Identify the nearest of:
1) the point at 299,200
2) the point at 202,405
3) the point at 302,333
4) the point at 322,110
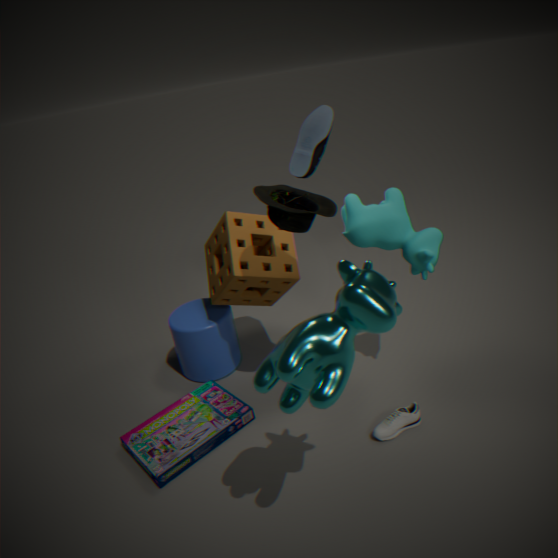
3. the point at 302,333
